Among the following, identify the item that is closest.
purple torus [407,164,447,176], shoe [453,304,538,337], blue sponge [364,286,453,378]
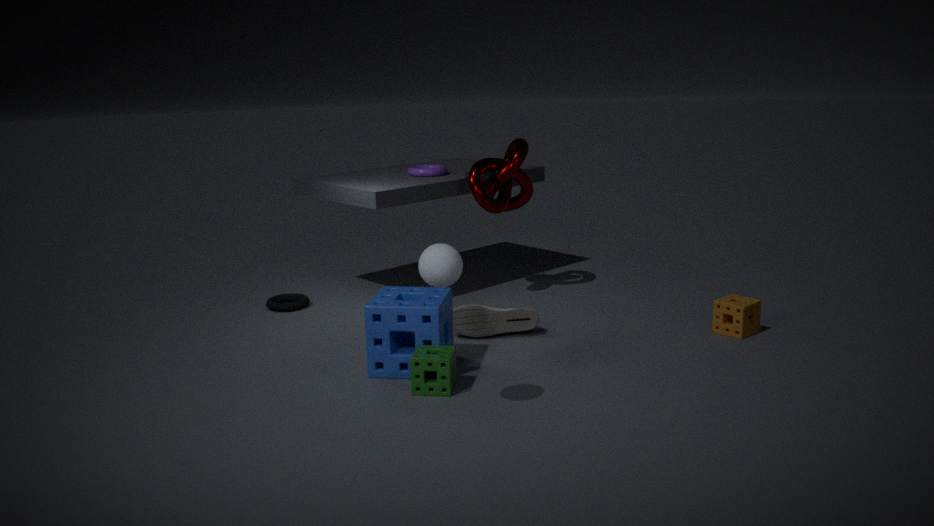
blue sponge [364,286,453,378]
